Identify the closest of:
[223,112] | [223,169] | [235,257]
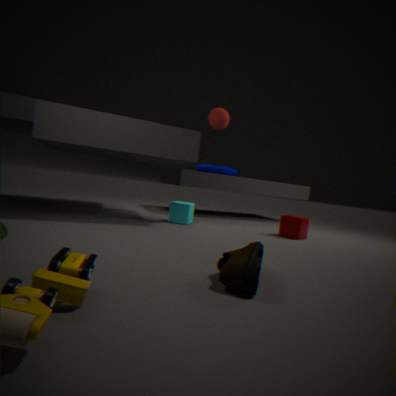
[235,257]
